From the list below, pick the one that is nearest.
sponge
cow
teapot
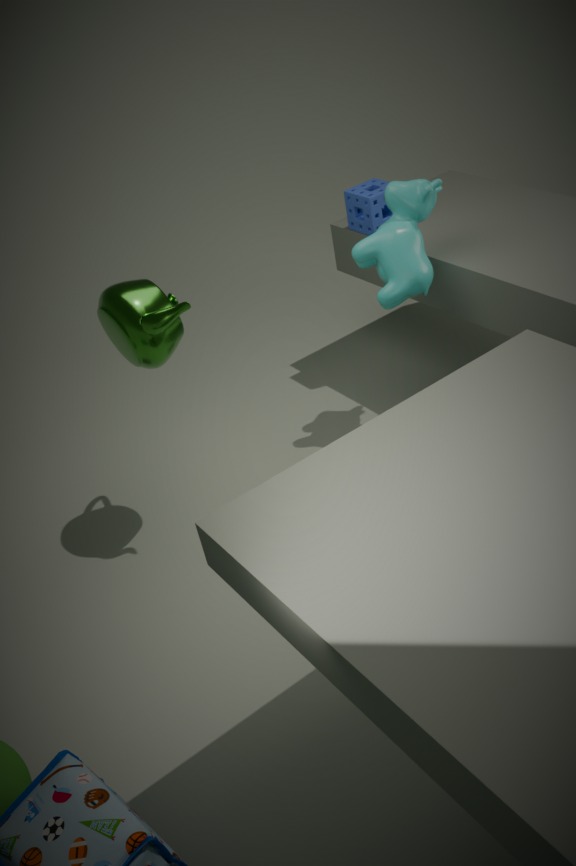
teapot
